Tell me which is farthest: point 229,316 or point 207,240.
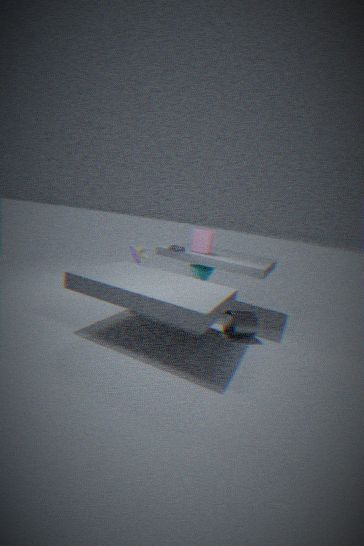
point 207,240
